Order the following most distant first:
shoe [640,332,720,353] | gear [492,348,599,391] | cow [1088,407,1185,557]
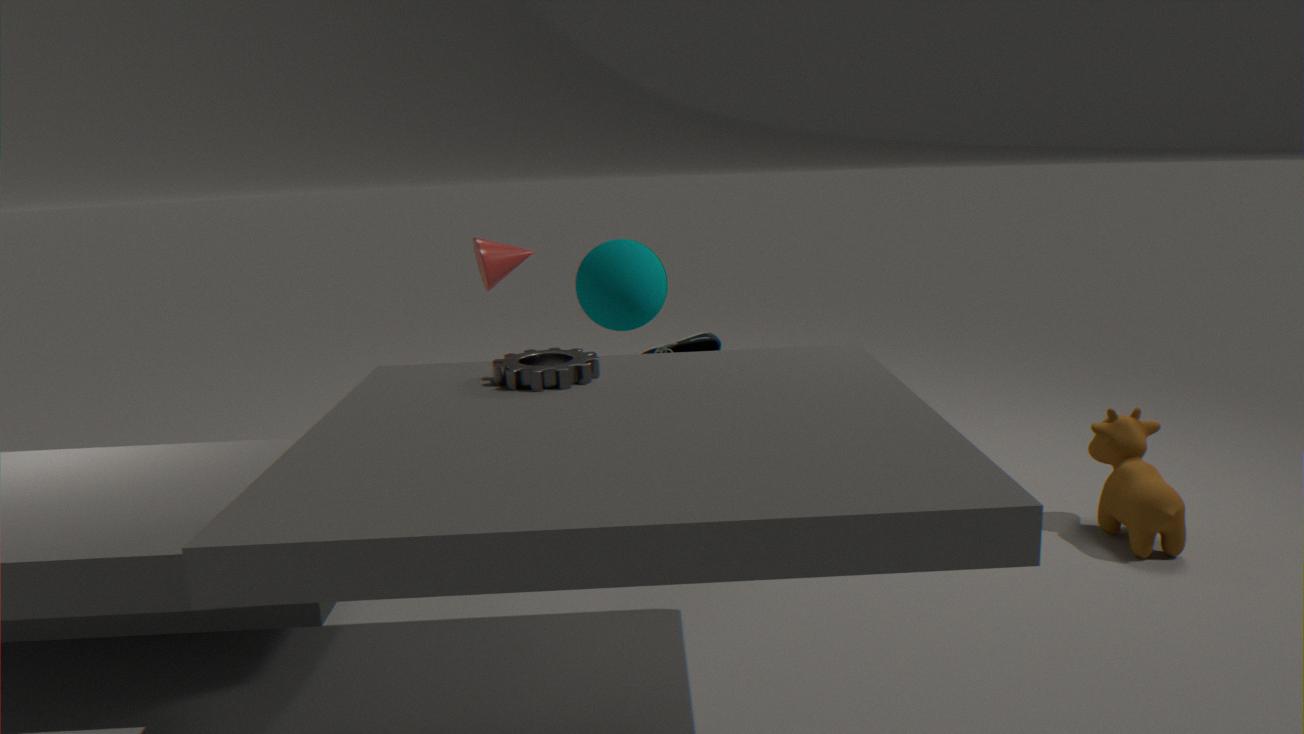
shoe [640,332,720,353]
cow [1088,407,1185,557]
gear [492,348,599,391]
